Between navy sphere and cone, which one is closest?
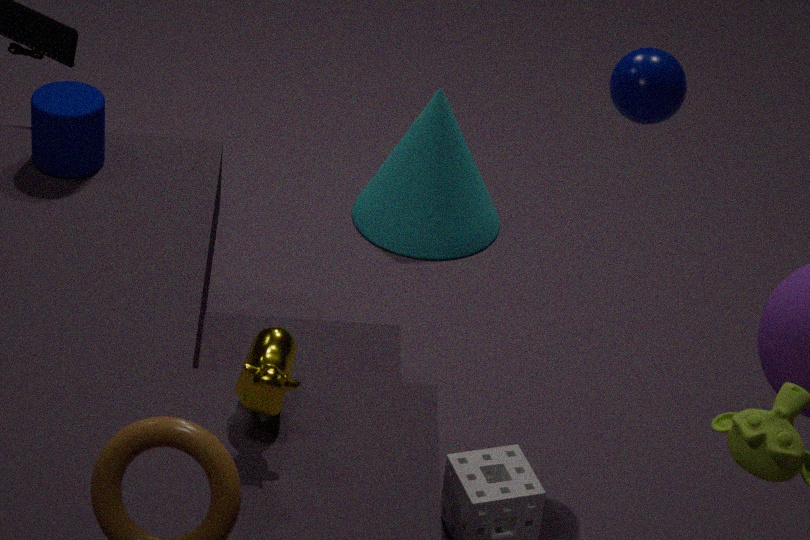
navy sphere
